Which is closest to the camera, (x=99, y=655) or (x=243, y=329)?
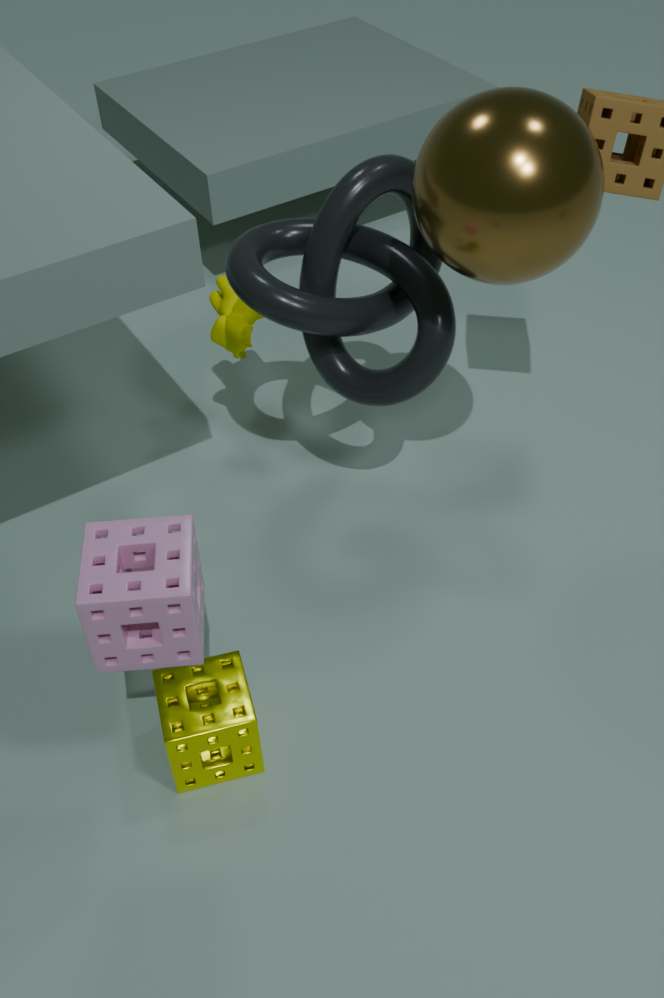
(x=99, y=655)
